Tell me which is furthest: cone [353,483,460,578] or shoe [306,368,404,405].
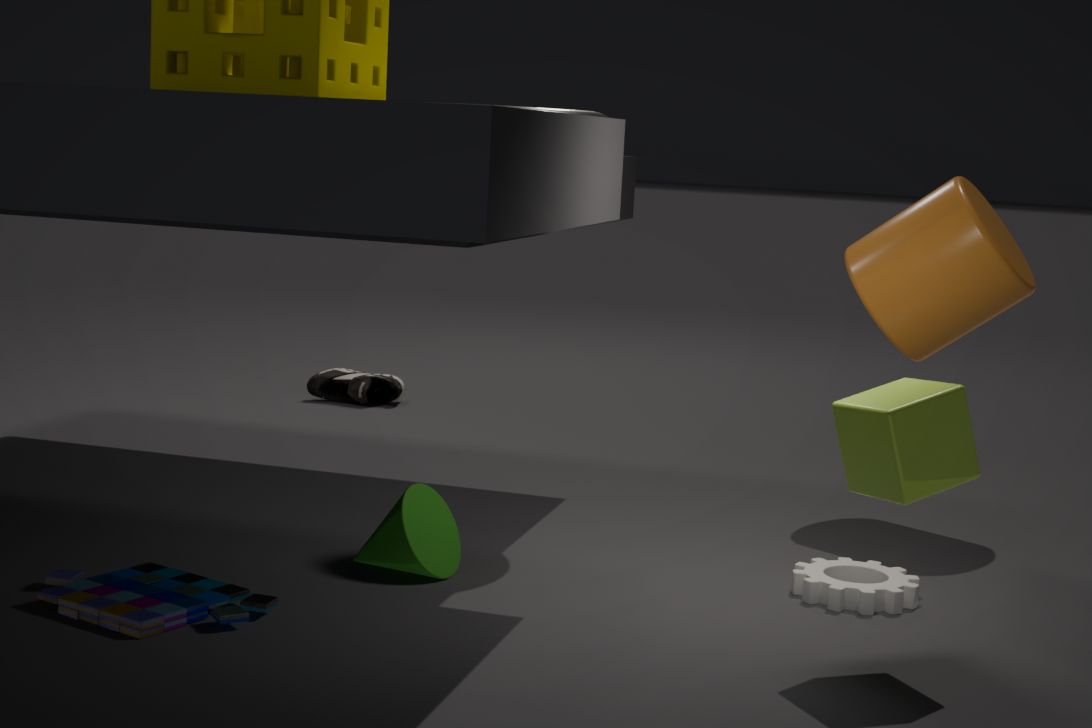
shoe [306,368,404,405]
